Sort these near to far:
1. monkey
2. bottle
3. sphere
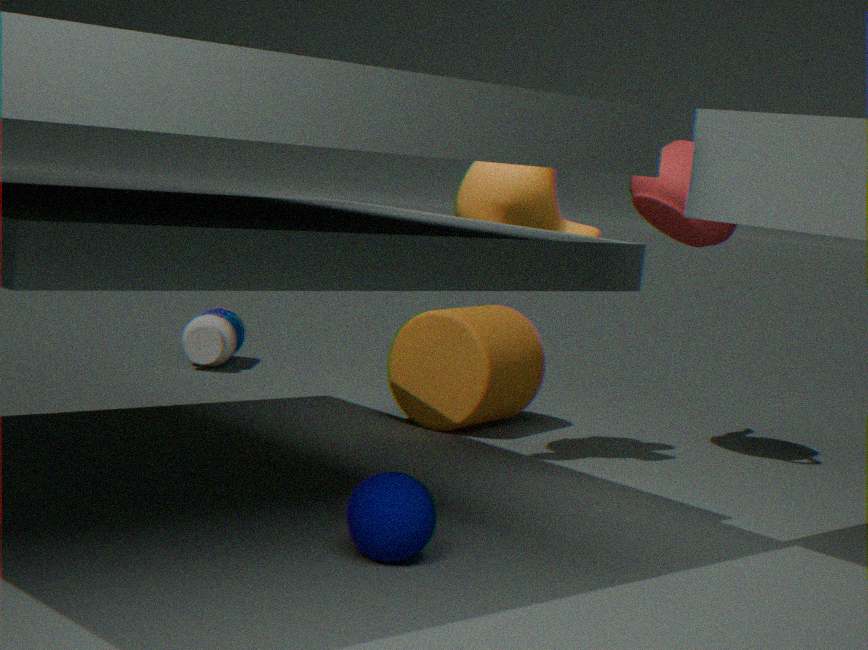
1. sphere
2. monkey
3. bottle
